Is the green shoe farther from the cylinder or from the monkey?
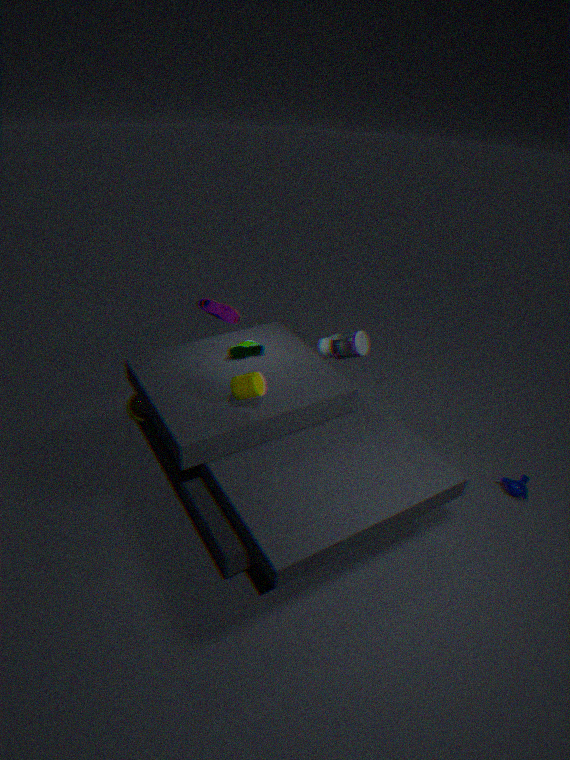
the monkey
